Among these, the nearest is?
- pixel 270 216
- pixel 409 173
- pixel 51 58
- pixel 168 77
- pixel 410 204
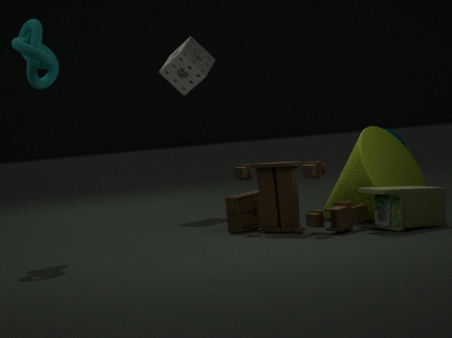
pixel 410 204
